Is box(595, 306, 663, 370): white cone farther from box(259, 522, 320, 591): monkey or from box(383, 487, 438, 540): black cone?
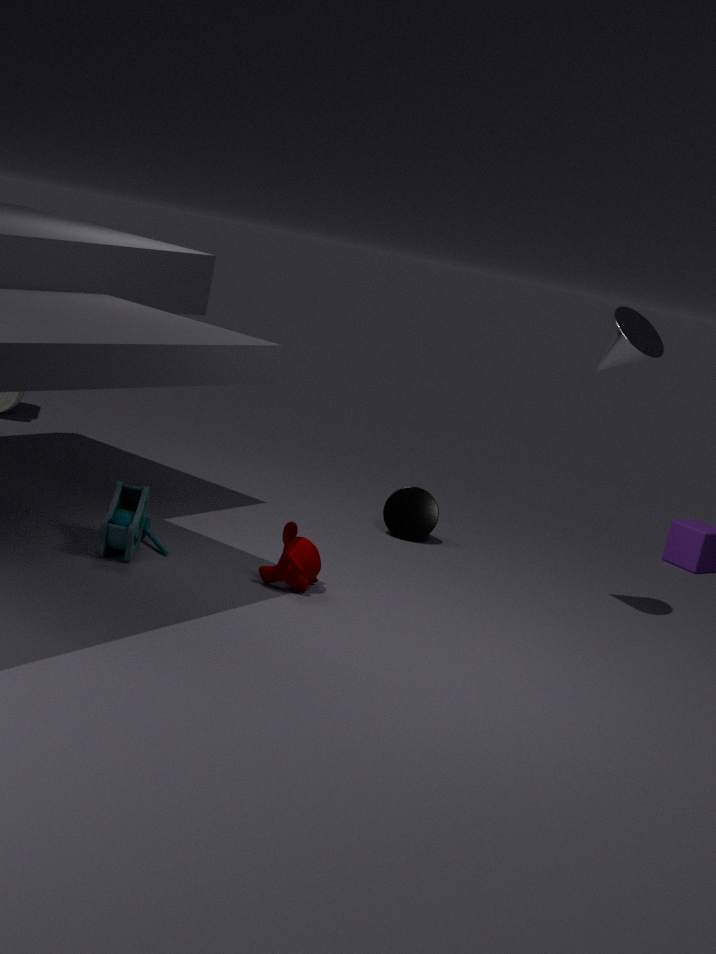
box(259, 522, 320, 591): monkey
